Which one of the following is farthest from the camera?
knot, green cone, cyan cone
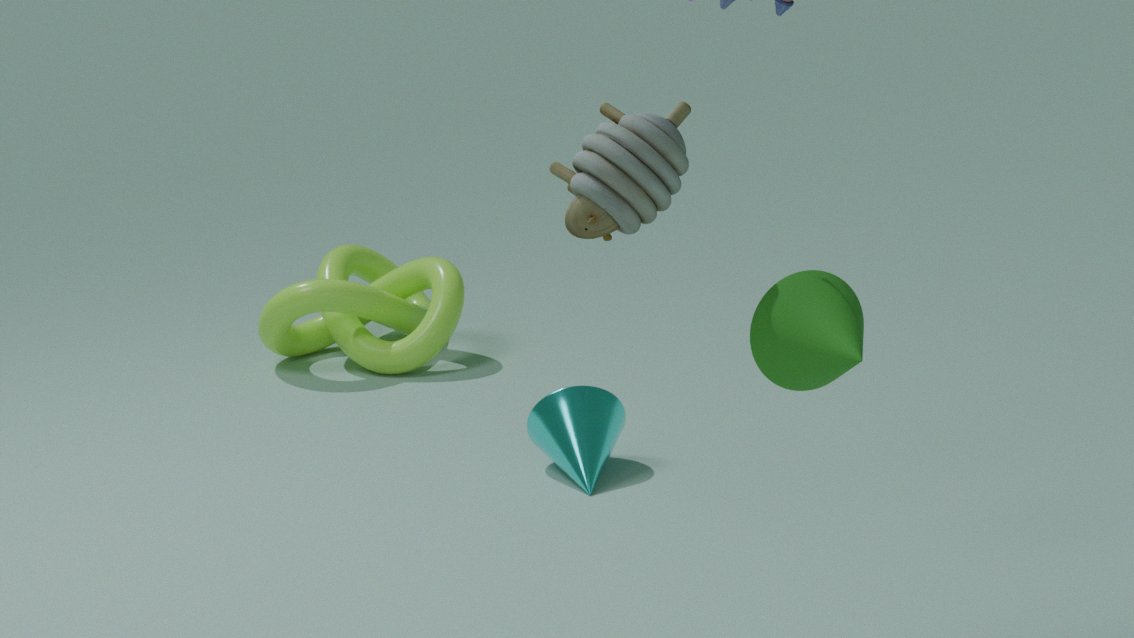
knot
